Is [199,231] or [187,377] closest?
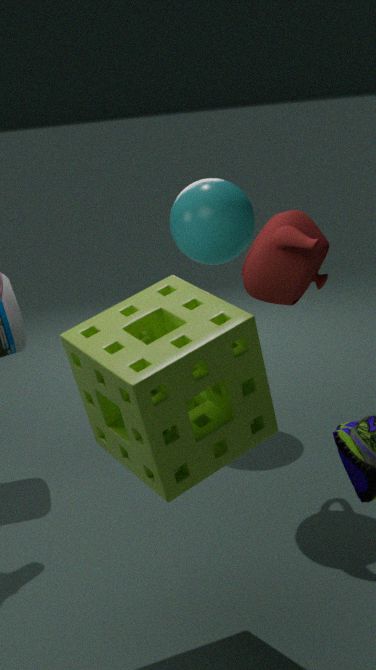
[187,377]
